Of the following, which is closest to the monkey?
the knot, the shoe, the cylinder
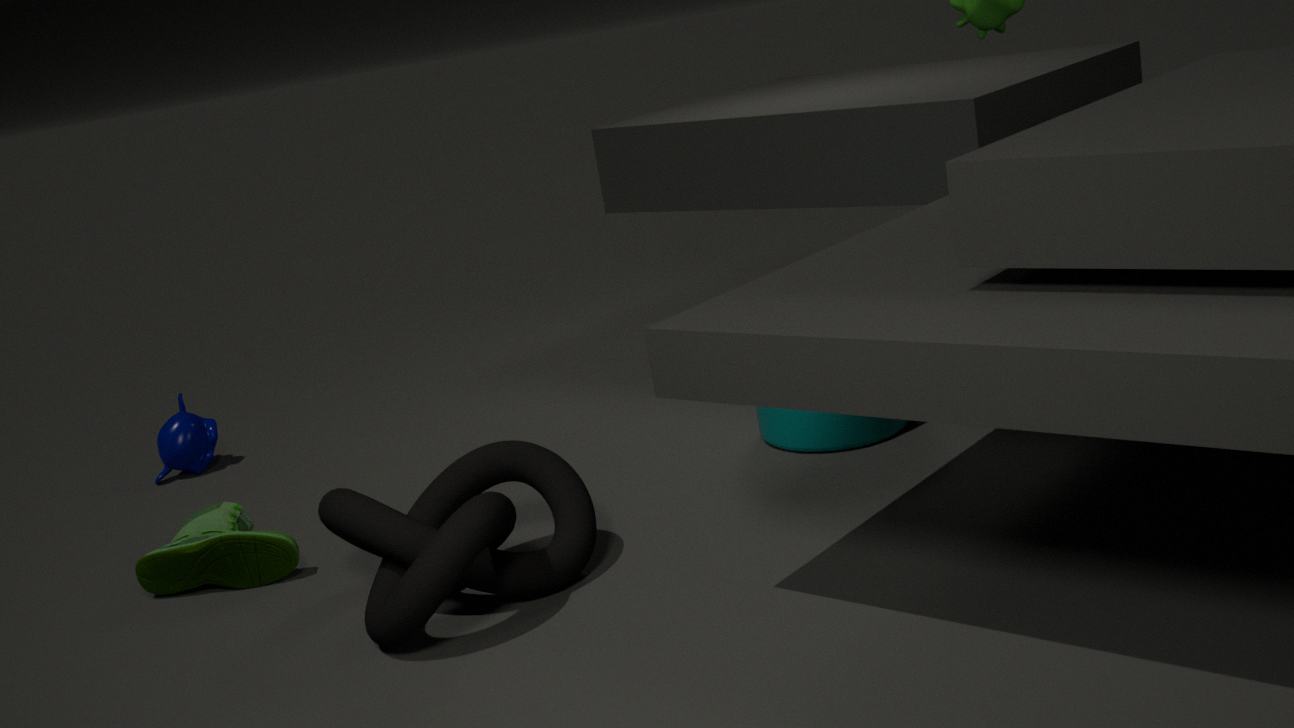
the shoe
